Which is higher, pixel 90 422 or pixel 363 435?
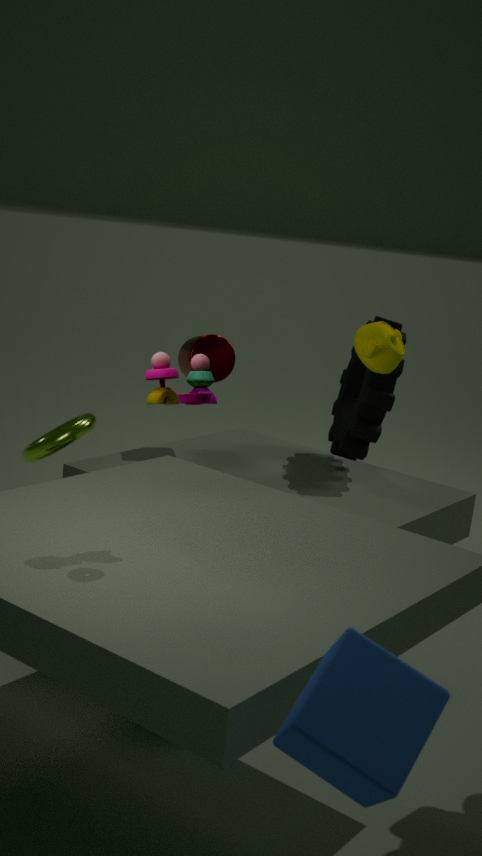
pixel 363 435
